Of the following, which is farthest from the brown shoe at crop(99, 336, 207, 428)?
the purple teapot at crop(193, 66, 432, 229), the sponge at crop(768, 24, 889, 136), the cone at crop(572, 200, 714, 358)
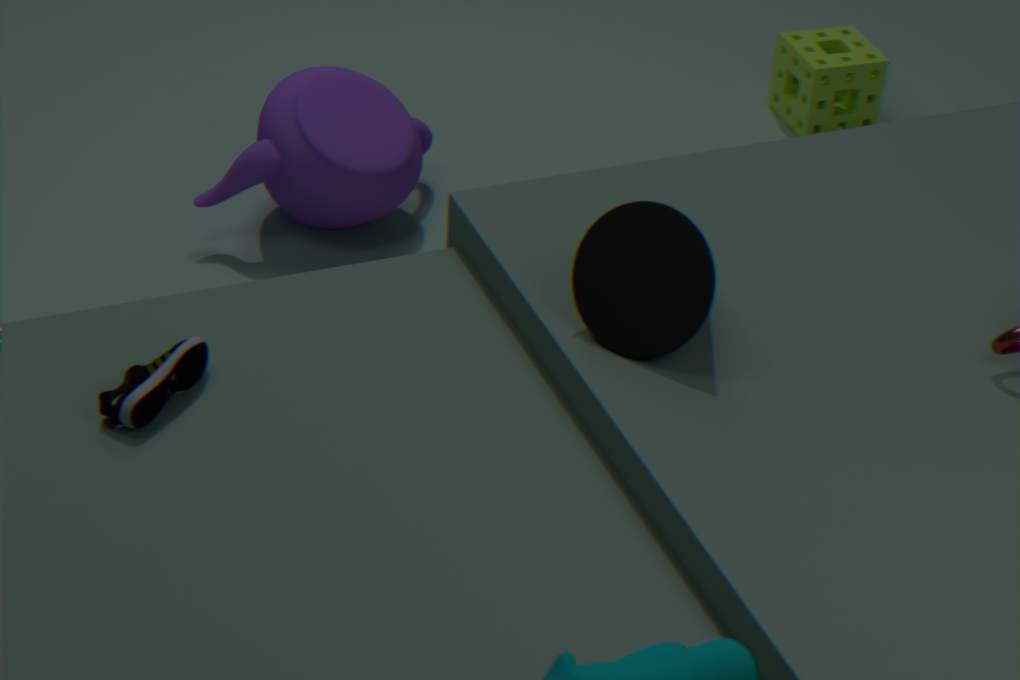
the sponge at crop(768, 24, 889, 136)
